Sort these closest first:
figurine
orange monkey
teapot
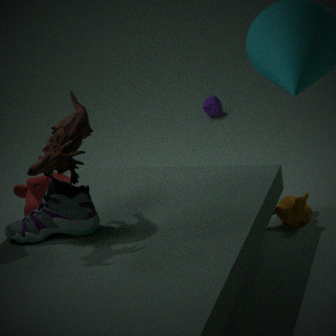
figurine, orange monkey, teapot
